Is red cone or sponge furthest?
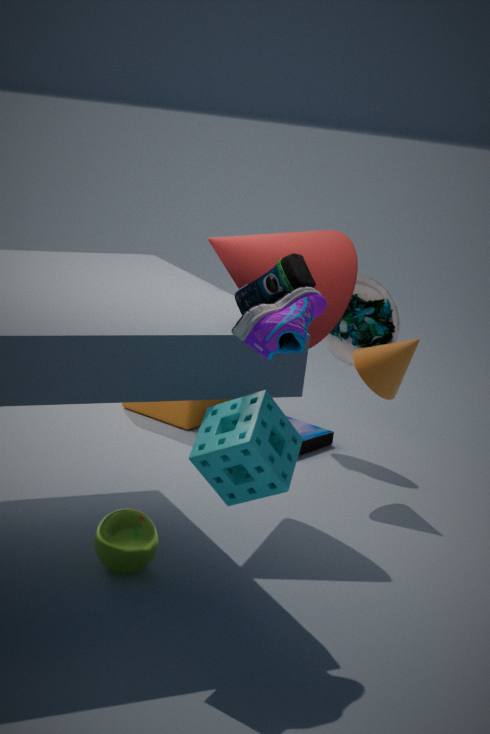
red cone
